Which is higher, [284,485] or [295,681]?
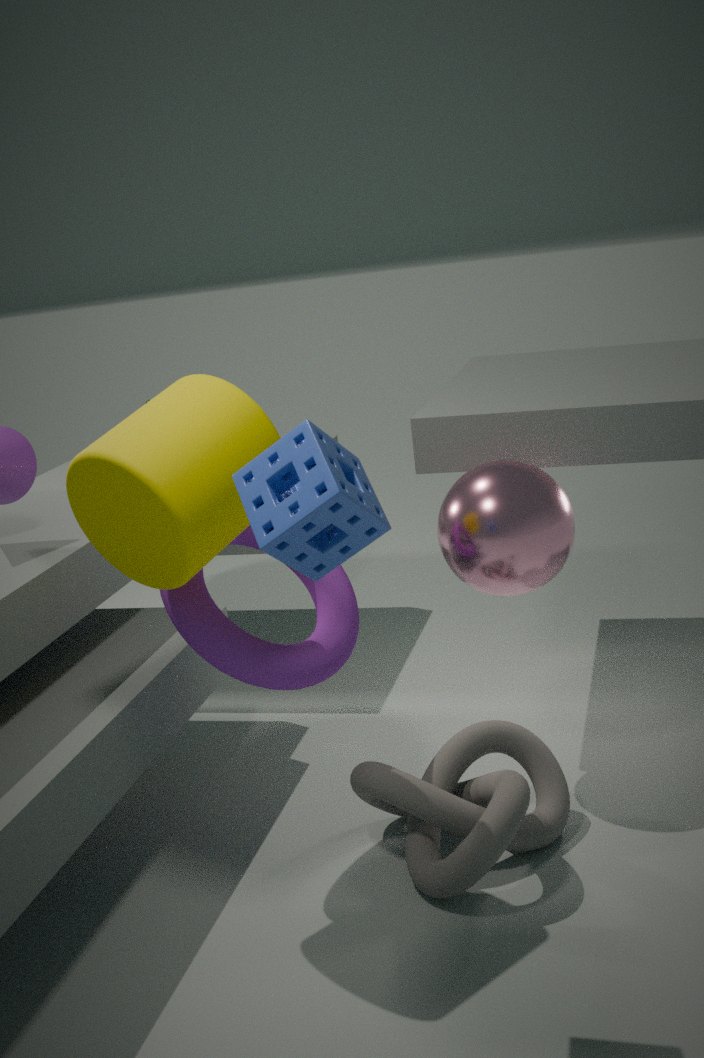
[284,485]
